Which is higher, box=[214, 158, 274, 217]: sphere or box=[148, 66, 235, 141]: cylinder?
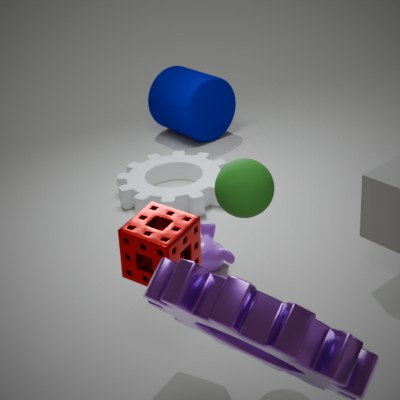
box=[214, 158, 274, 217]: sphere
